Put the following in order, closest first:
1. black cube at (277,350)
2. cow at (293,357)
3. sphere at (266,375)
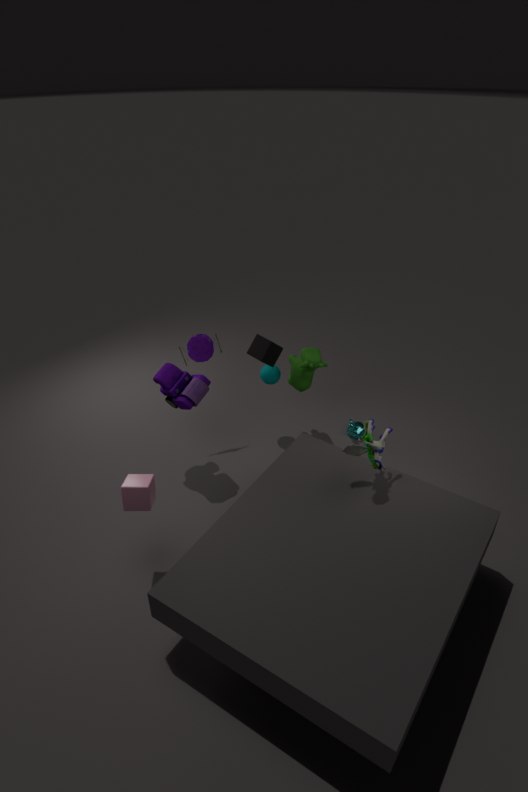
1. black cube at (277,350)
2. cow at (293,357)
3. sphere at (266,375)
